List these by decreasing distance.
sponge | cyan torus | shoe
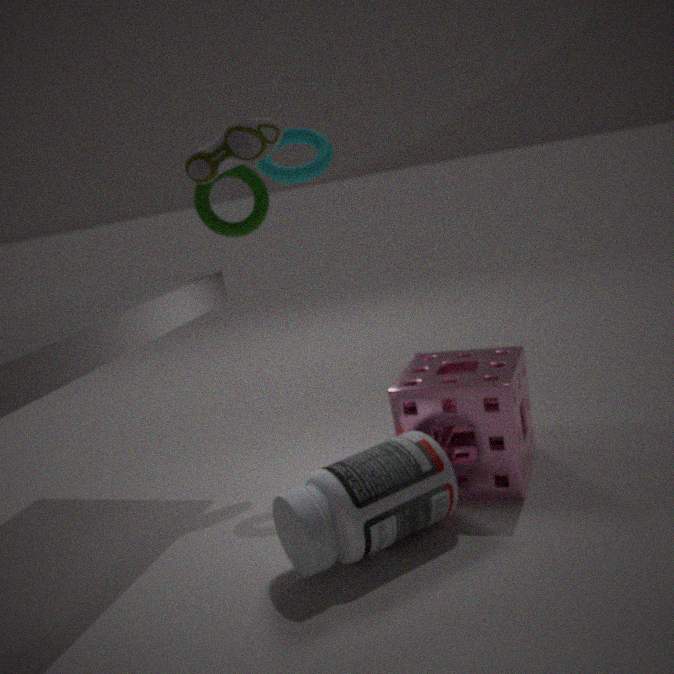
cyan torus < sponge < shoe
